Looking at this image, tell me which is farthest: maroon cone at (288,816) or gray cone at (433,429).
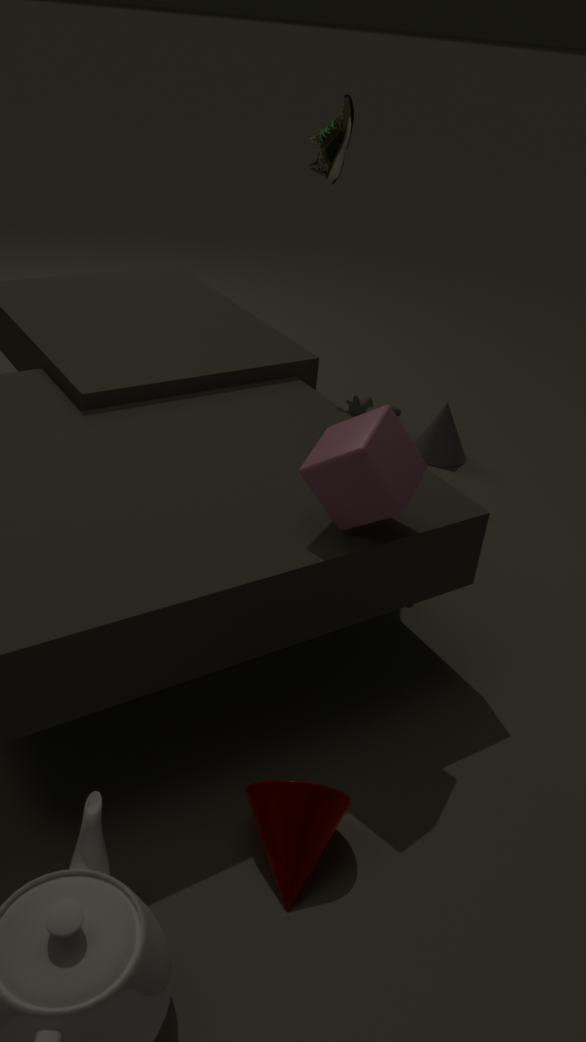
gray cone at (433,429)
